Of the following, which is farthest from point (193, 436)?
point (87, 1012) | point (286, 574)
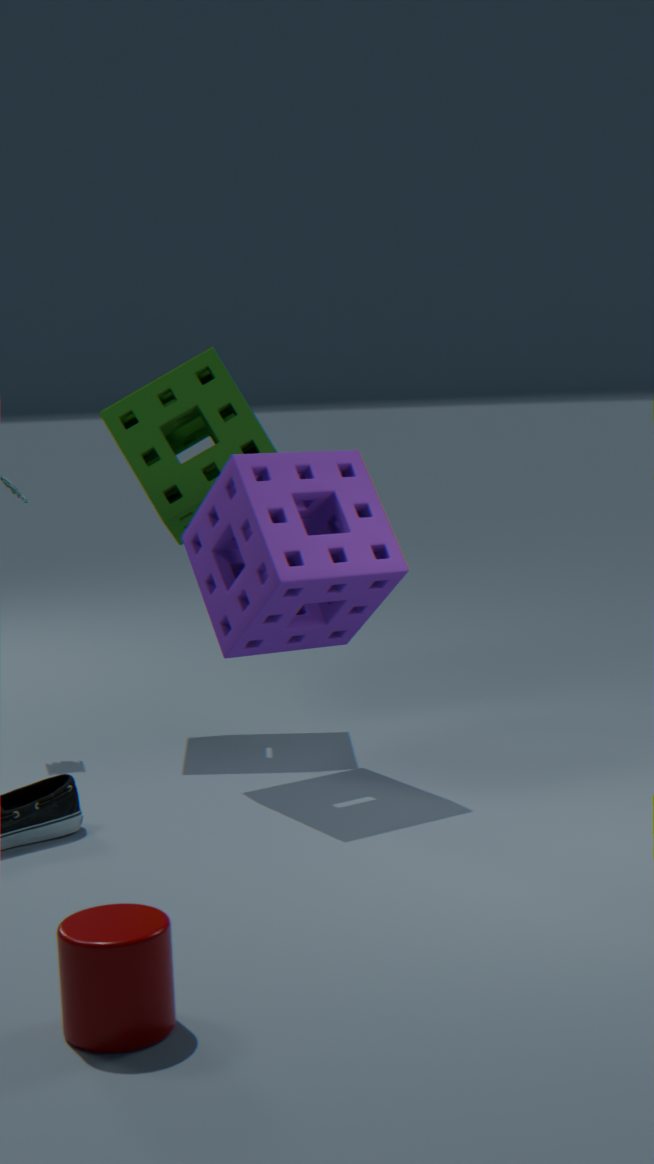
point (87, 1012)
